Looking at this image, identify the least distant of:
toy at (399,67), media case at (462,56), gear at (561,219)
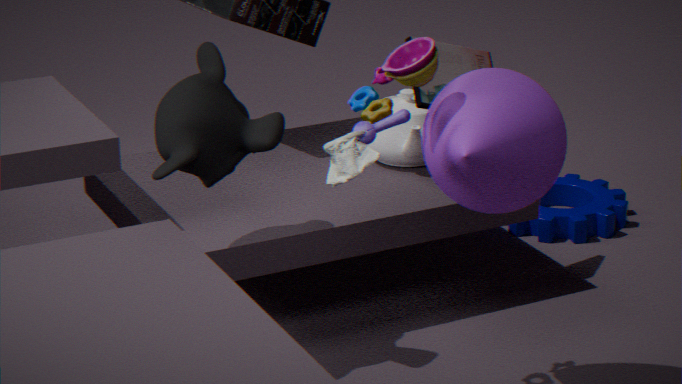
toy at (399,67)
